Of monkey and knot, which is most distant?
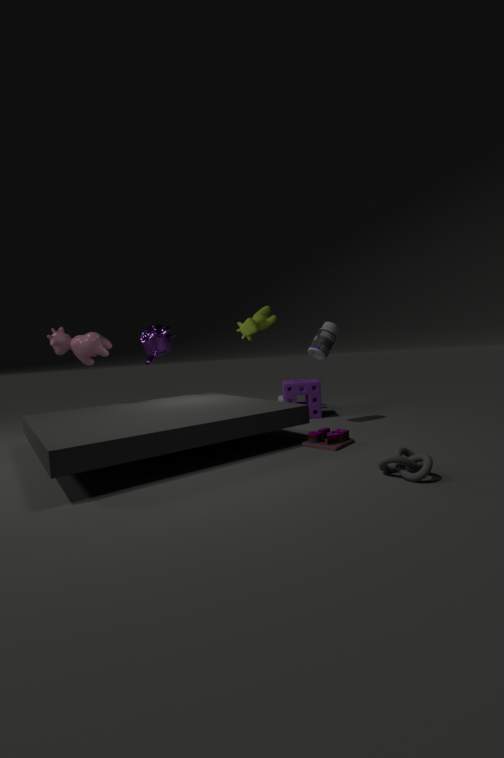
Answer: monkey
